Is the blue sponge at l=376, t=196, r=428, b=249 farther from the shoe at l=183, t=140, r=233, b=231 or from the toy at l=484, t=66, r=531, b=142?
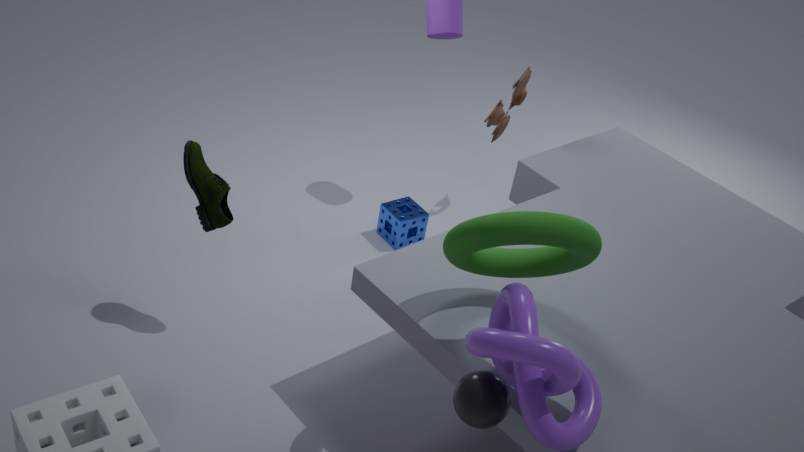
the shoe at l=183, t=140, r=233, b=231
